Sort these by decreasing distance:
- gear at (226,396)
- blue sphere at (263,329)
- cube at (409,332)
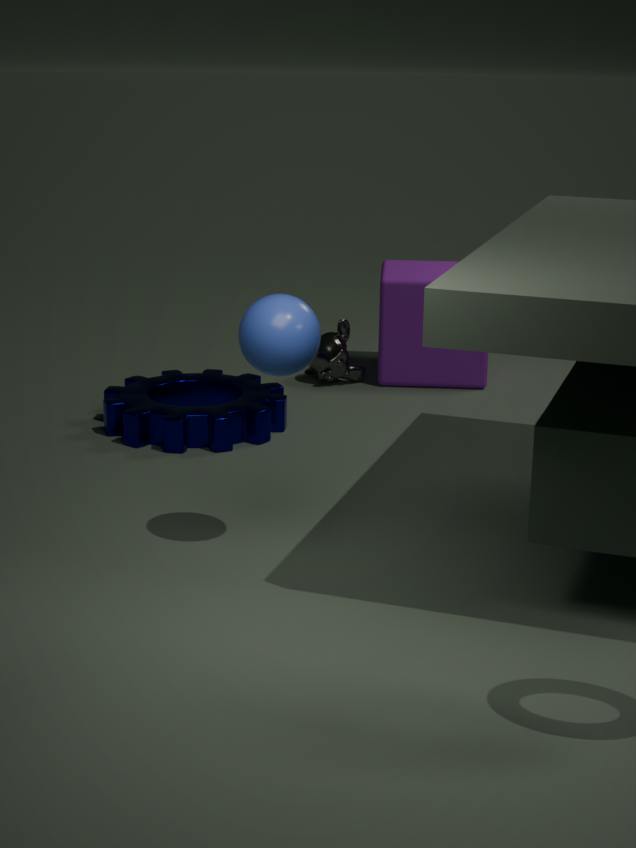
cube at (409,332)
gear at (226,396)
blue sphere at (263,329)
